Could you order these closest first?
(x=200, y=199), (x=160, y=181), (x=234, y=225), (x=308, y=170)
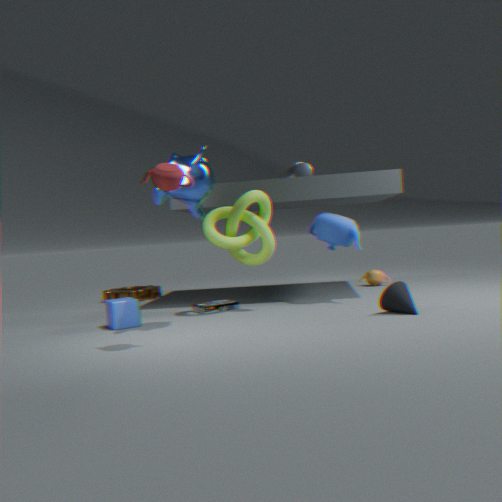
(x=160, y=181) < (x=200, y=199) < (x=234, y=225) < (x=308, y=170)
